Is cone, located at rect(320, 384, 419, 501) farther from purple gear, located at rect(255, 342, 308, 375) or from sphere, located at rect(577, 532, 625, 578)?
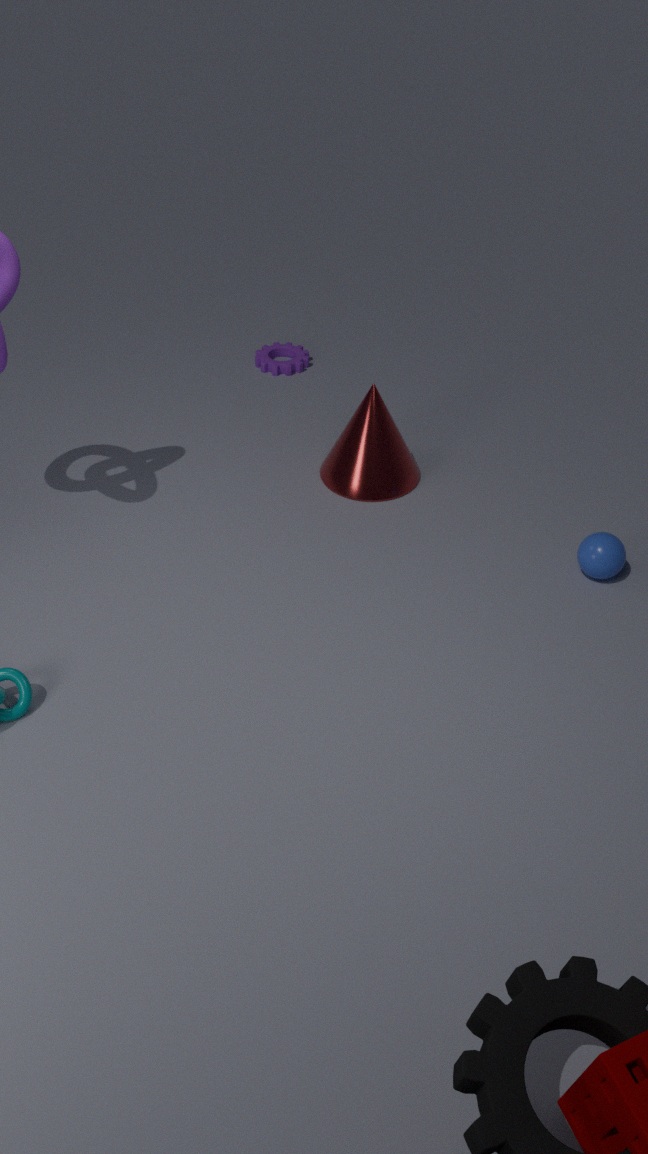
sphere, located at rect(577, 532, 625, 578)
